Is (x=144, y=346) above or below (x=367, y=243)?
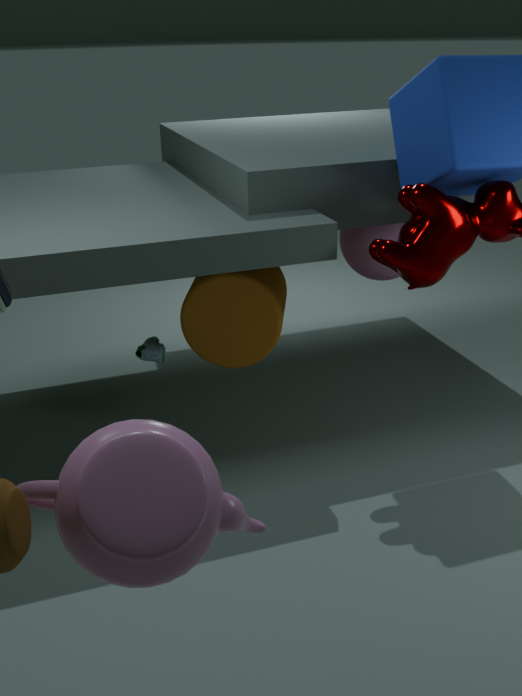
below
